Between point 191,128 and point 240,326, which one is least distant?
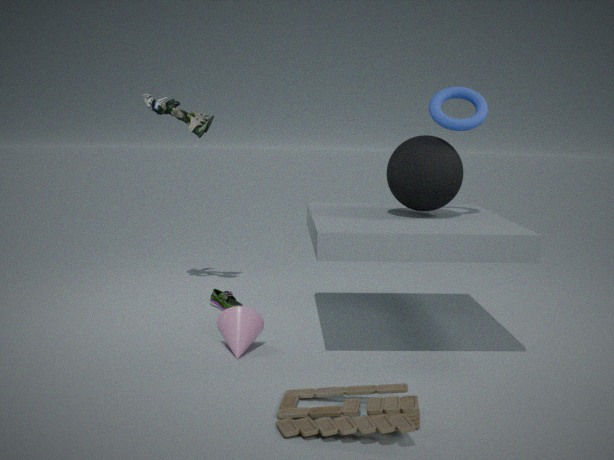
point 240,326
